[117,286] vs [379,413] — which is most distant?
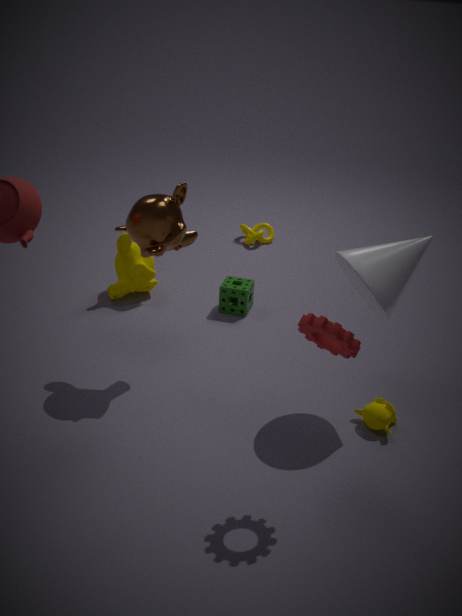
[117,286]
